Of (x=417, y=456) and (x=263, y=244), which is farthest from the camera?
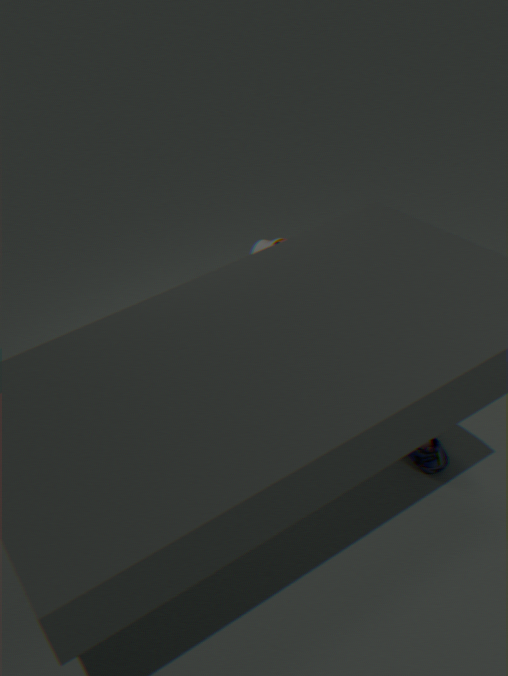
(x=263, y=244)
